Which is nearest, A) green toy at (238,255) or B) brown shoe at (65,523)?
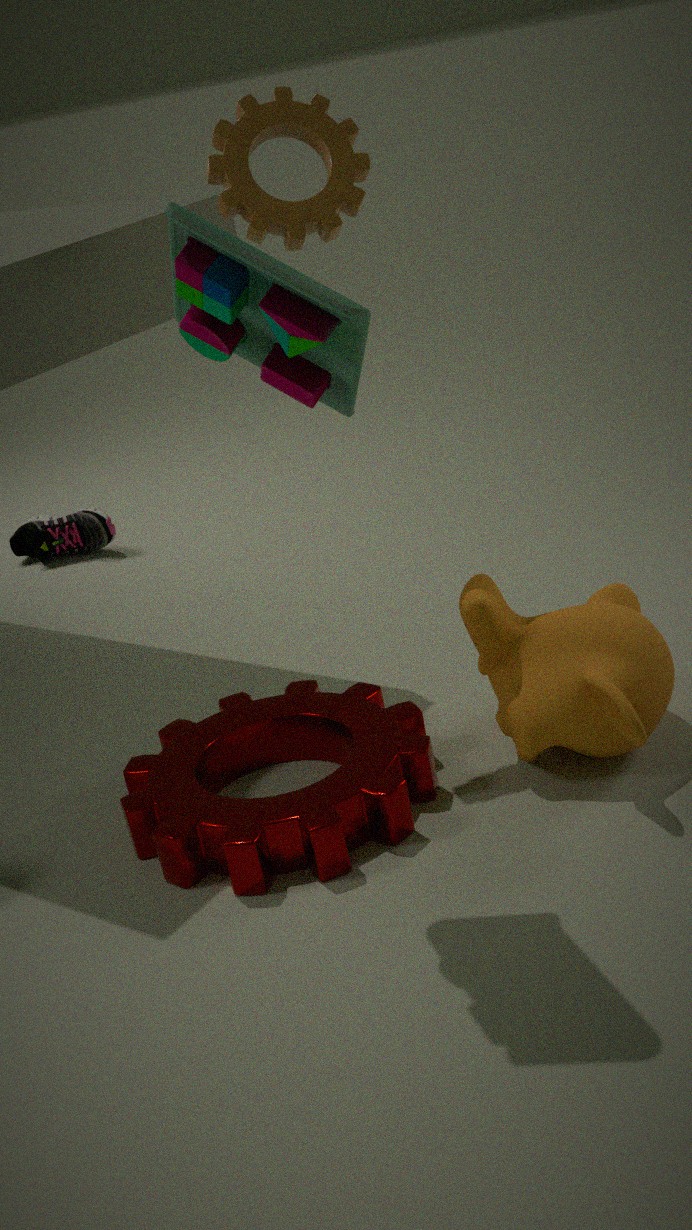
A. green toy at (238,255)
